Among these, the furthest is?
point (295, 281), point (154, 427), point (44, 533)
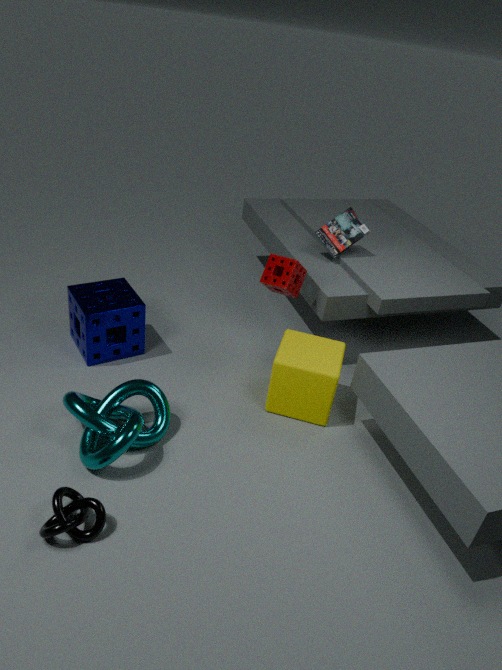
point (295, 281)
